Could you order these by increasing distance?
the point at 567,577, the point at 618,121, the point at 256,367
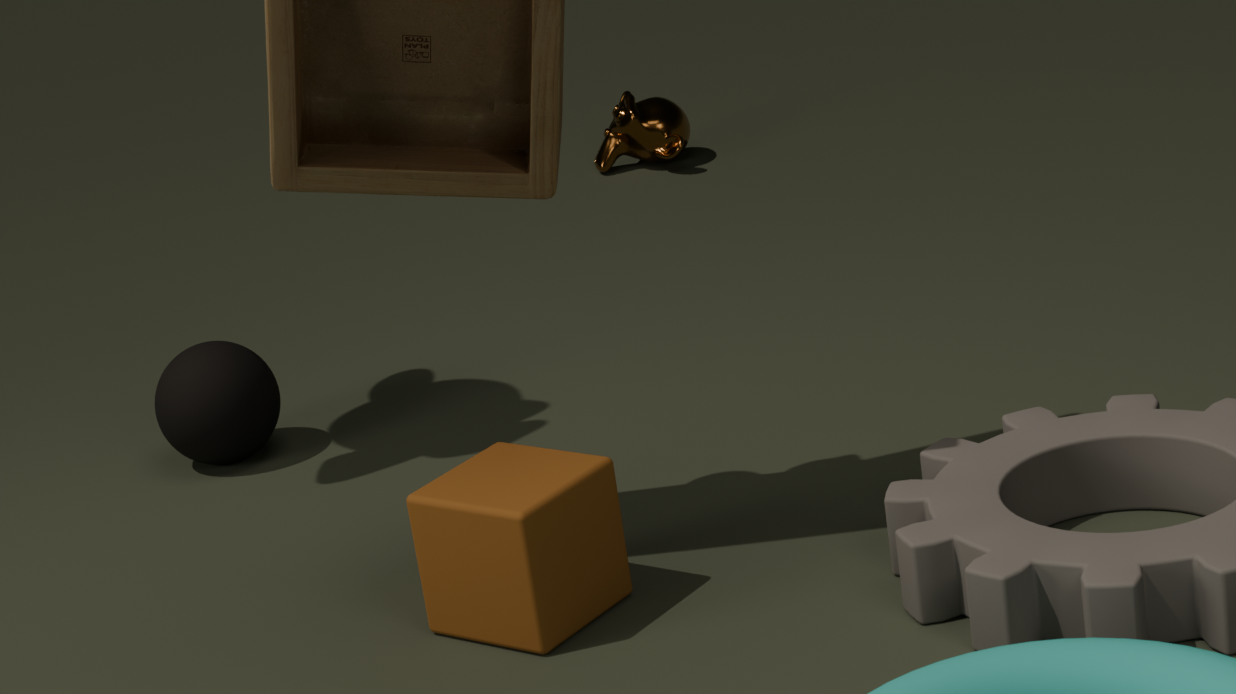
1. the point at 567,577
2. the point at 256,367
3. the point at 618,121
